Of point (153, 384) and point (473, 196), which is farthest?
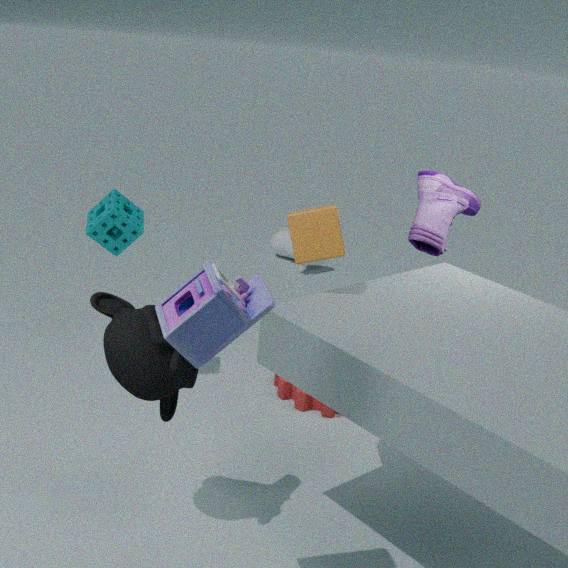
point (473, 196)
